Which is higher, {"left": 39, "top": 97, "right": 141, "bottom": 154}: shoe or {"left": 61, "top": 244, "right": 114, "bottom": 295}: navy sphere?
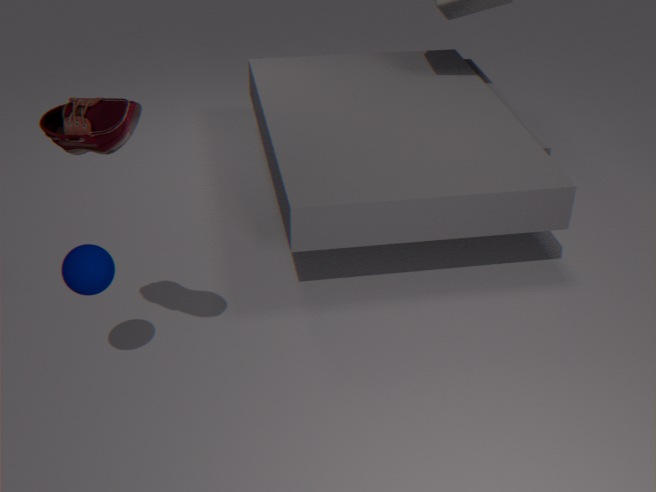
{"left": 39, "top": 97, "right": 141, "bottom": 154}: shoe
